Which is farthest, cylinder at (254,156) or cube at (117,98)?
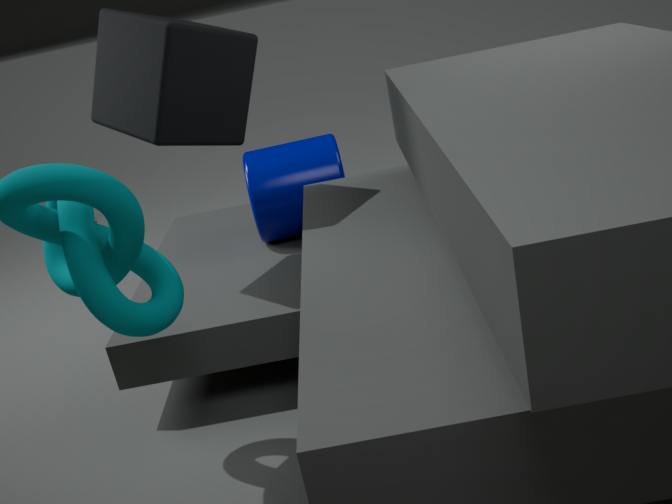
cylinder at (254,156)
